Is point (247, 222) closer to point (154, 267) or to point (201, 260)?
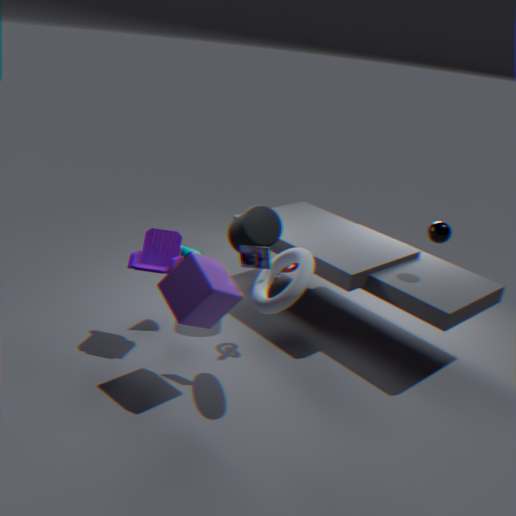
point (154, 267)
